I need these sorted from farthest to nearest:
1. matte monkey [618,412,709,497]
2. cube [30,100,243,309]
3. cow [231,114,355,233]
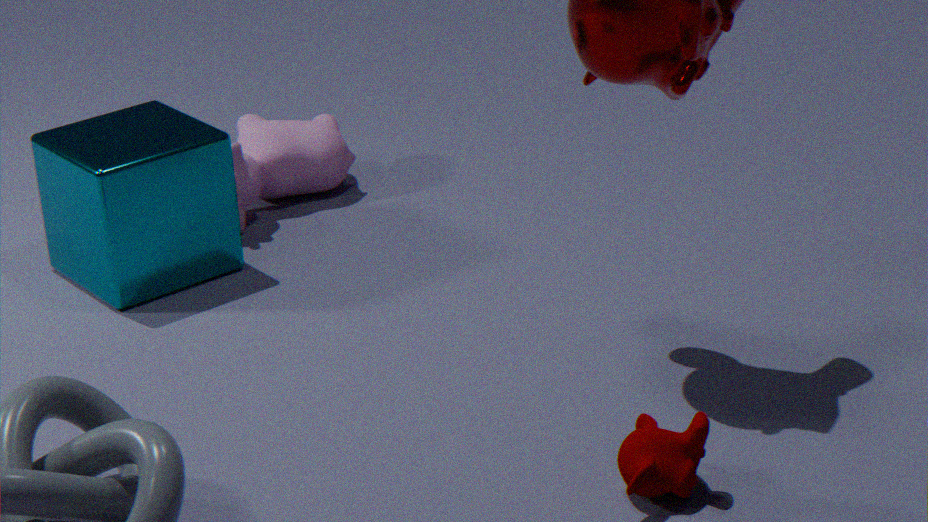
cow [231,114,355,233], cube [30,100,243,309], matte monkey [618,412,709,497]
